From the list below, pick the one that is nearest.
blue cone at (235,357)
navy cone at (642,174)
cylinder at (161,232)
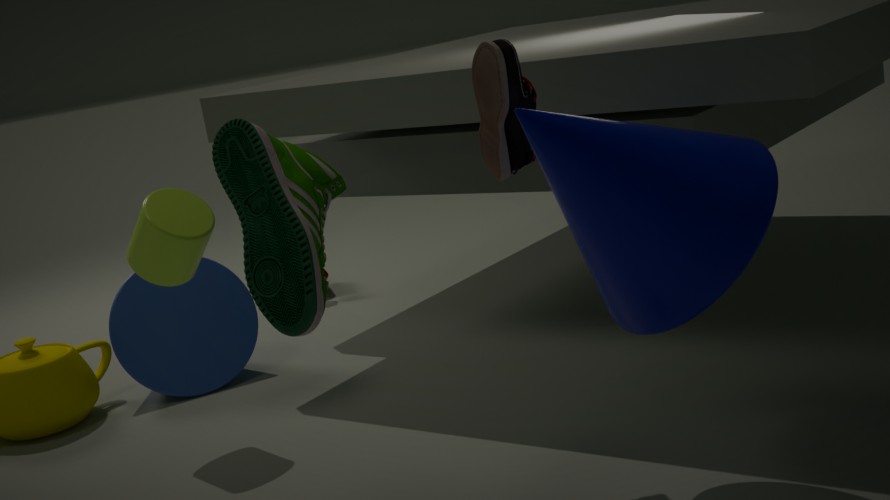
navy cone at (642,174)
